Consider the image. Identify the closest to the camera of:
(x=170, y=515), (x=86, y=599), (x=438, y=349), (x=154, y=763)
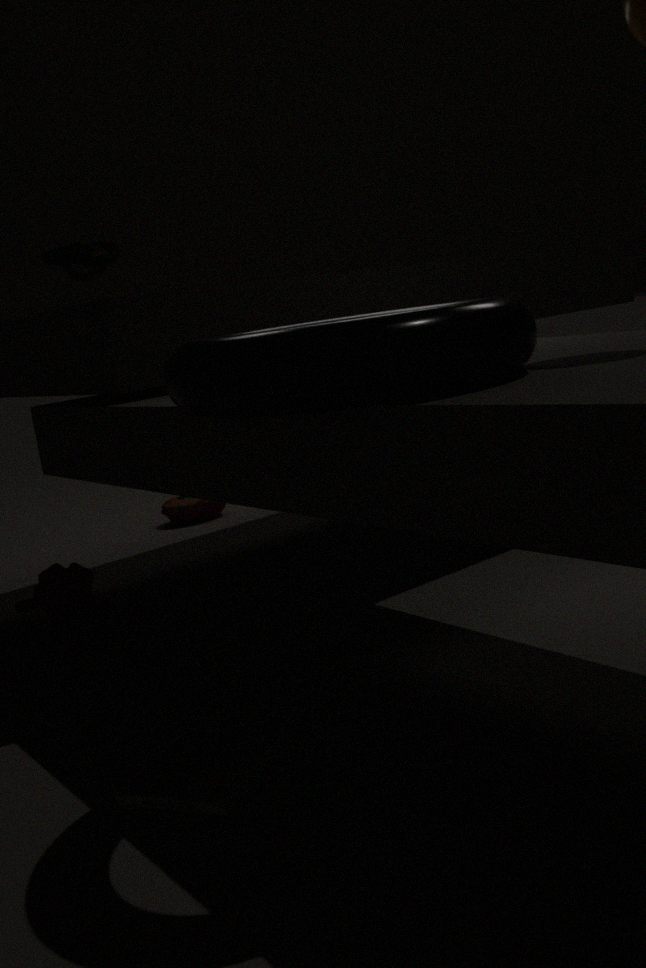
(x=438, y=349)
